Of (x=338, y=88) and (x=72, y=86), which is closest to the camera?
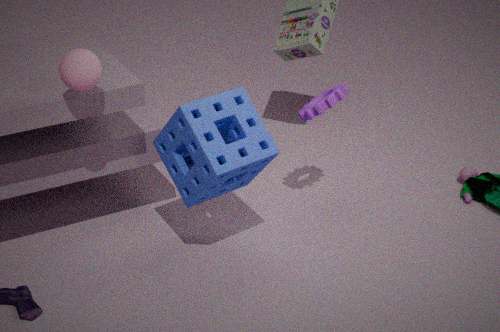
(x=72, y=86)
